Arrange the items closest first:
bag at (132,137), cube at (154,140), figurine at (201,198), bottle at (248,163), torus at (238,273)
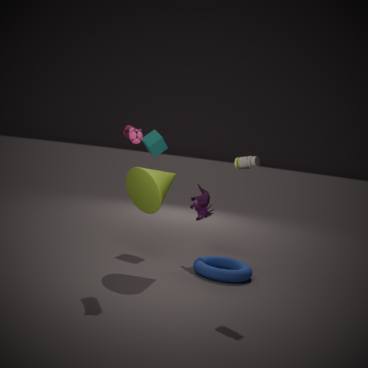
bottle at (248,163) < bag at (132,137) < torus at (238,273) < figurine at (201,198) < cube at (154,140)
